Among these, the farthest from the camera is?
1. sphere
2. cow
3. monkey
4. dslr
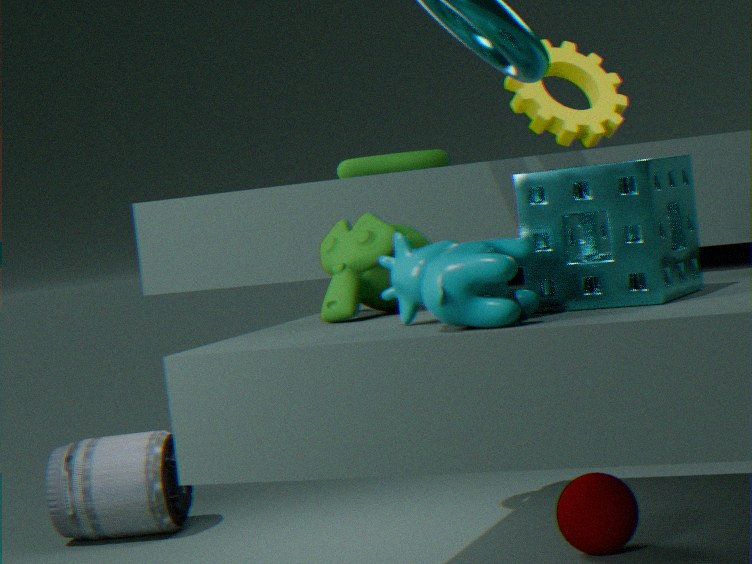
dslr
